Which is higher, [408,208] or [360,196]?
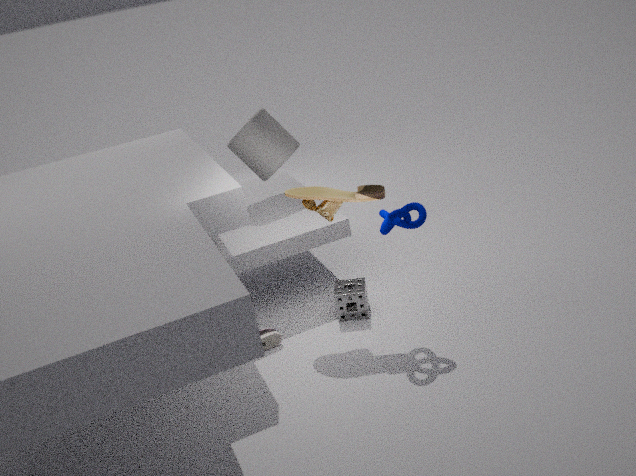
[360,196]
